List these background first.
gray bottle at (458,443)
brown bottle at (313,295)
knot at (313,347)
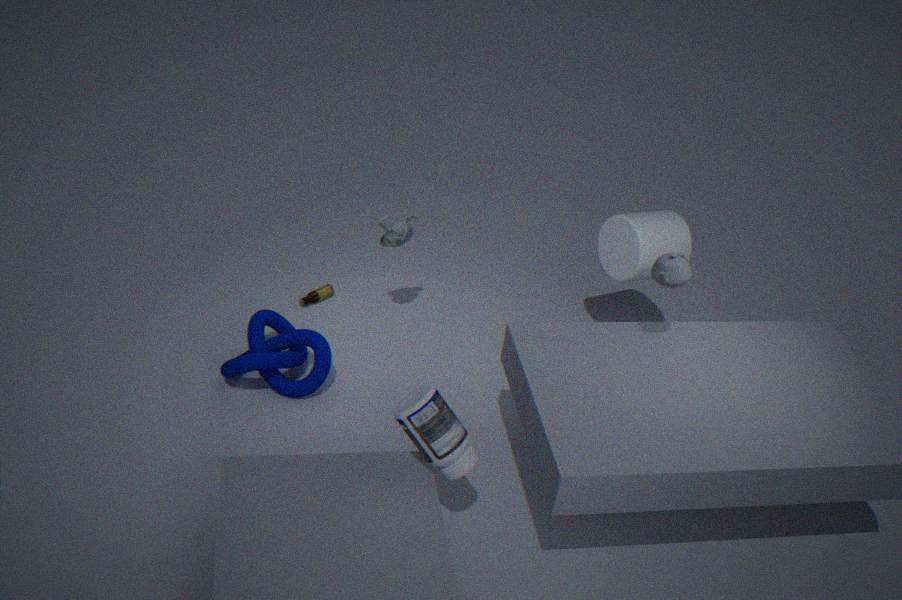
brown bottle at (313,295)
knot at (313,347)
gray bottle at (458,443)
